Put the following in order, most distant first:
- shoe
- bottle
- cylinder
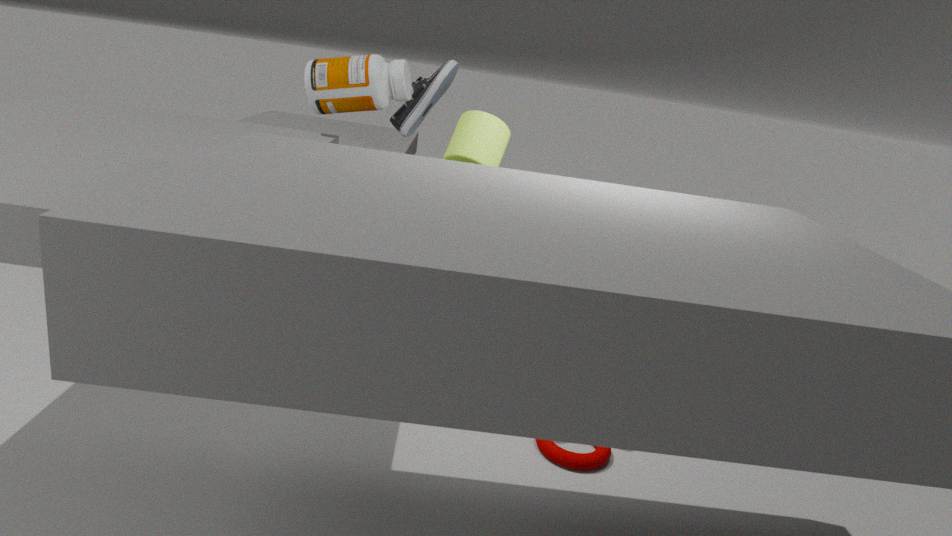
shoe, bottle, cylinder
